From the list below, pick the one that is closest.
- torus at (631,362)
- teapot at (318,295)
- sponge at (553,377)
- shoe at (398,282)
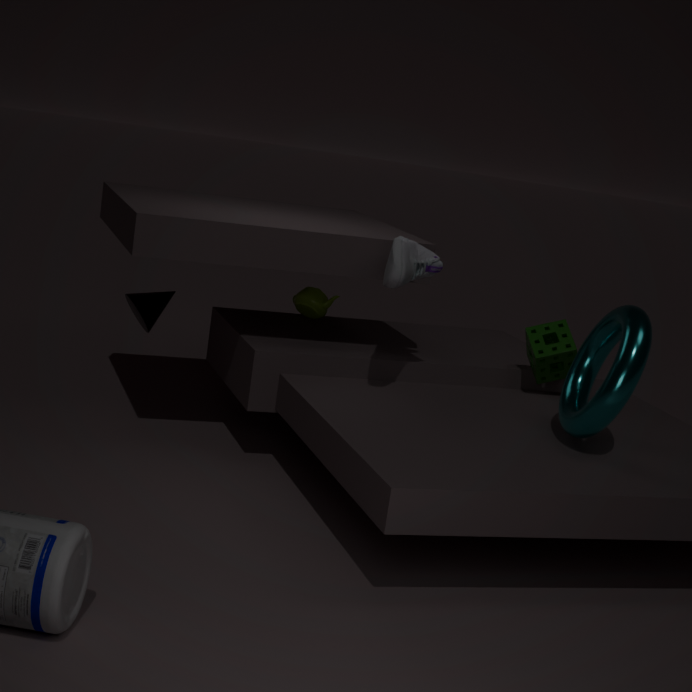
torus at (631,362)
